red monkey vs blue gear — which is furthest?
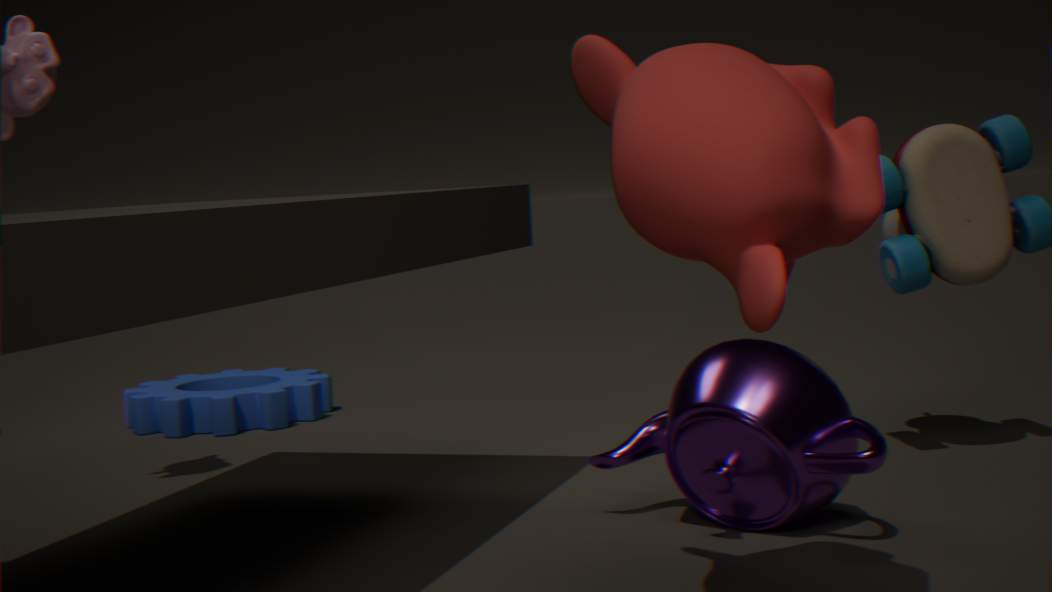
blue gear
